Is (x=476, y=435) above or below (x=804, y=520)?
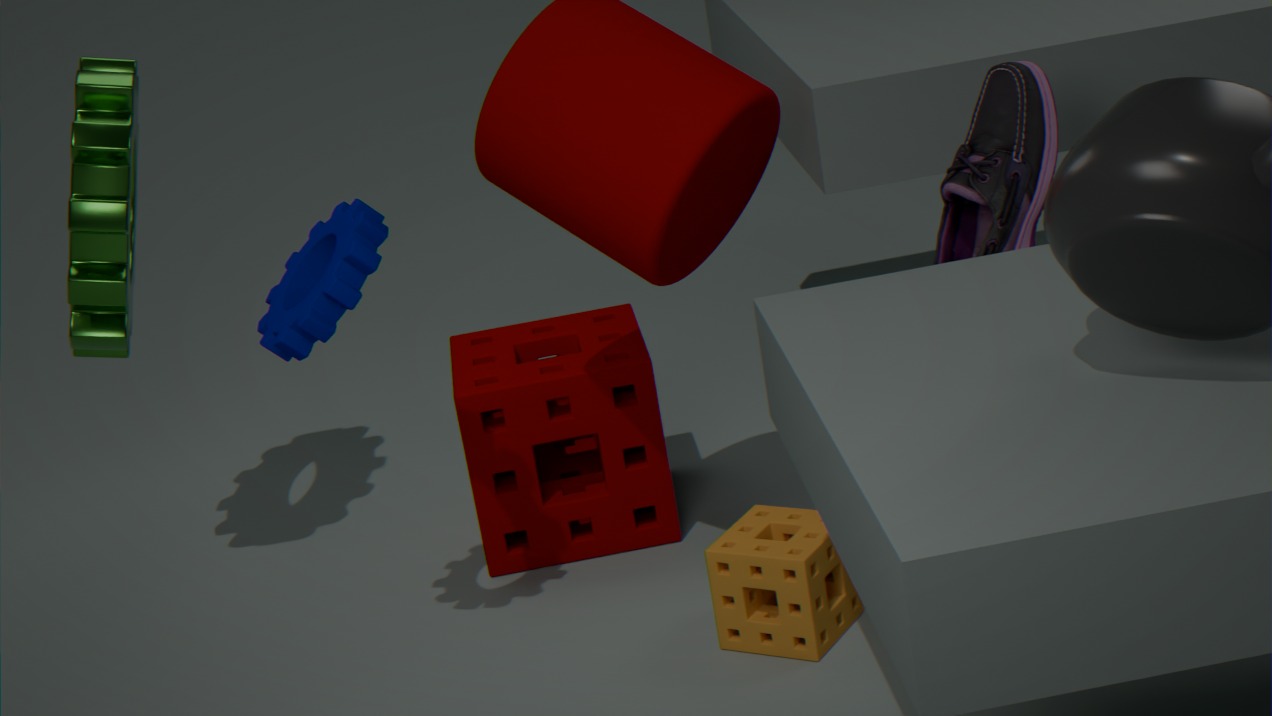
above
